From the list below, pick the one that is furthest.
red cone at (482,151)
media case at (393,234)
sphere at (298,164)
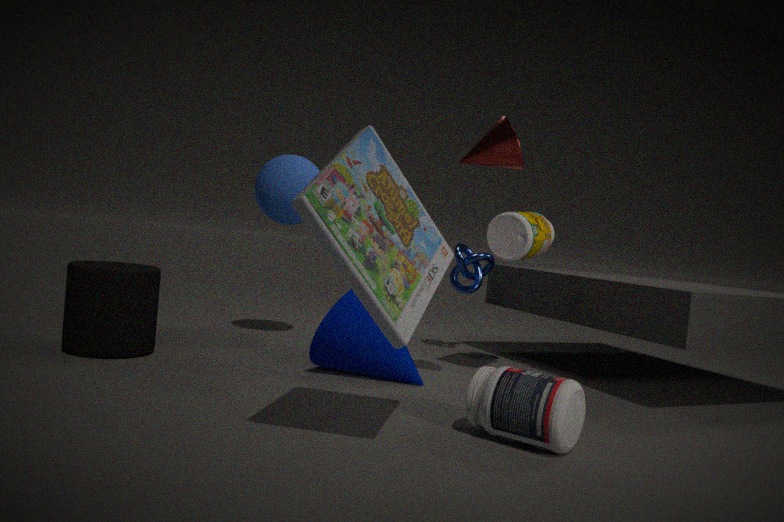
sphere at (298,164)
